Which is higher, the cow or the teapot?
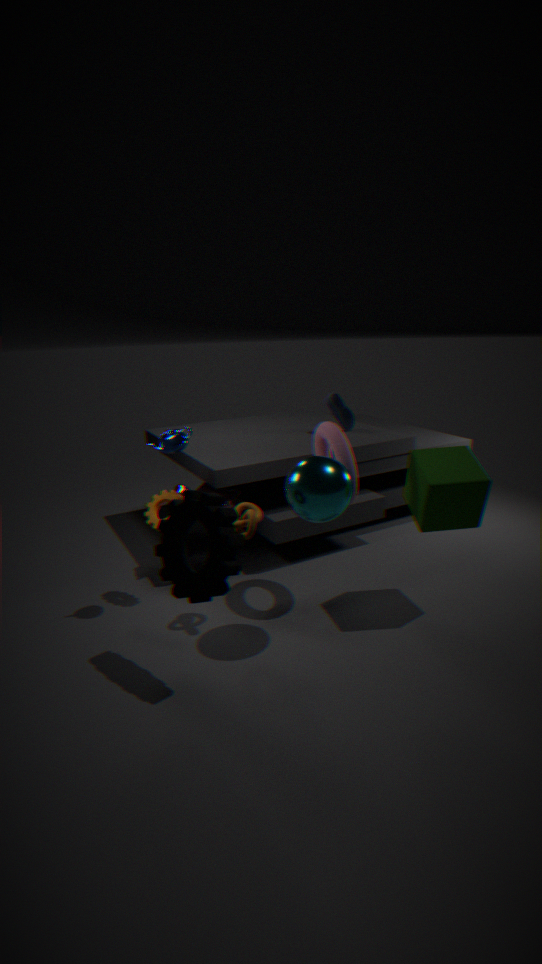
the teapot
